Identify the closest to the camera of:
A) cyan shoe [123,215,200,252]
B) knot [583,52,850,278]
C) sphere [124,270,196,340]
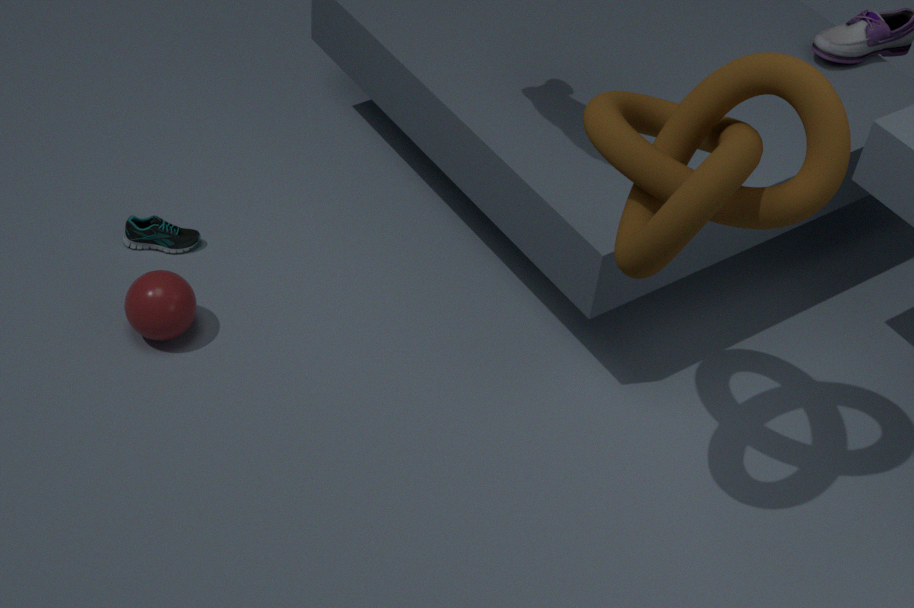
knot [583,52,850,278]
